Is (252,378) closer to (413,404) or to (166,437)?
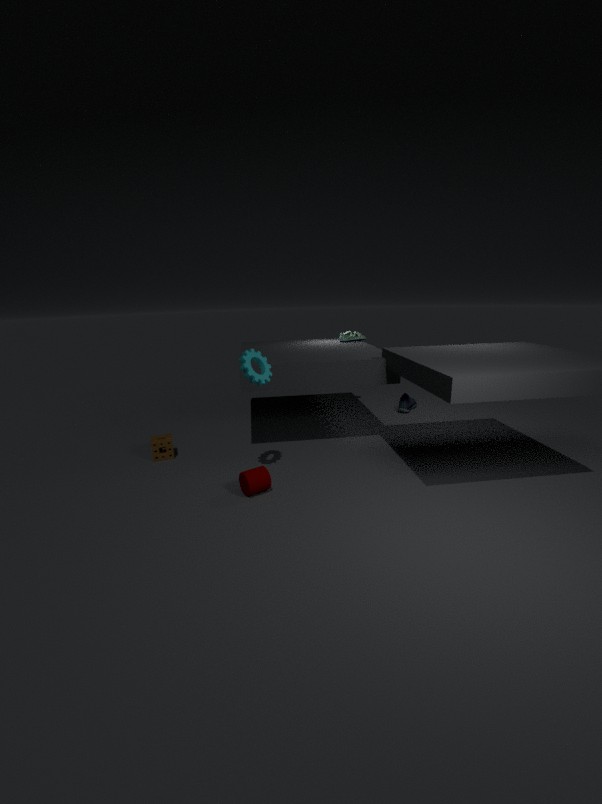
(166,437)
